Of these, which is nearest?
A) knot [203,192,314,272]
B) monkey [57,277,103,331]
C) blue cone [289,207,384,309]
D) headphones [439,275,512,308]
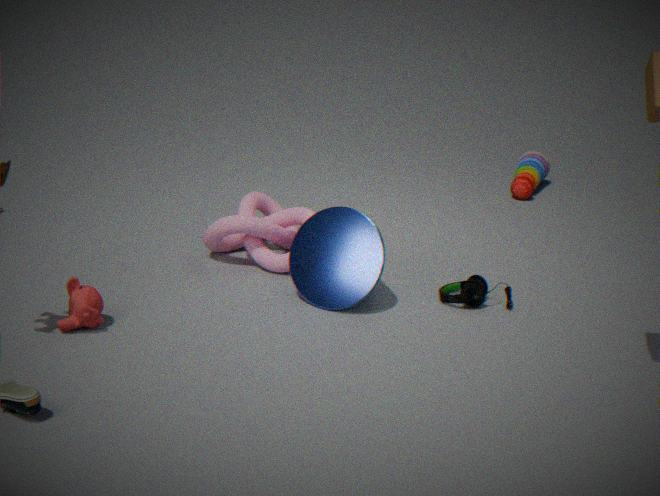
monkey [57,277,103,331]
